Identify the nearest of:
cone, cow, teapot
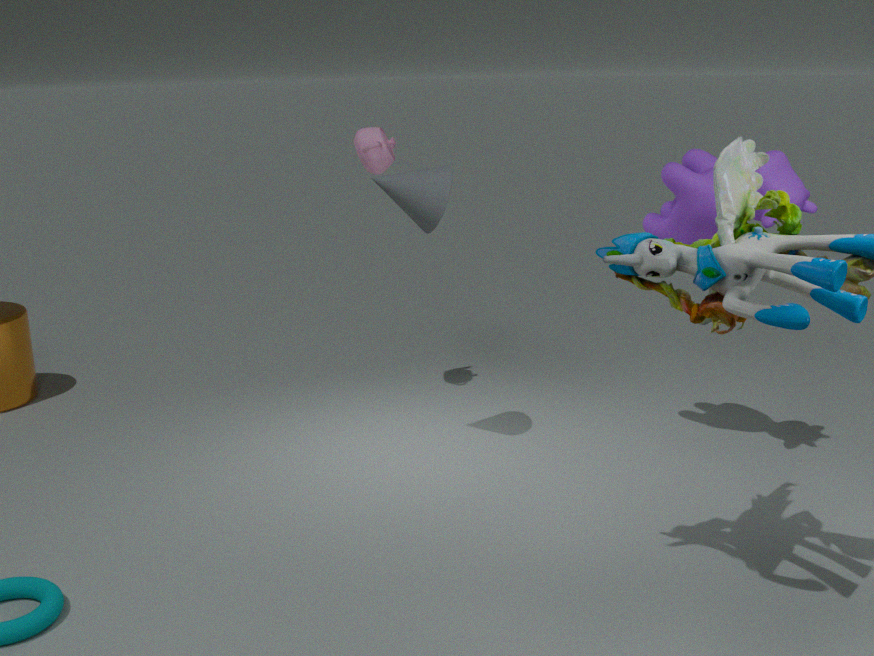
cow
